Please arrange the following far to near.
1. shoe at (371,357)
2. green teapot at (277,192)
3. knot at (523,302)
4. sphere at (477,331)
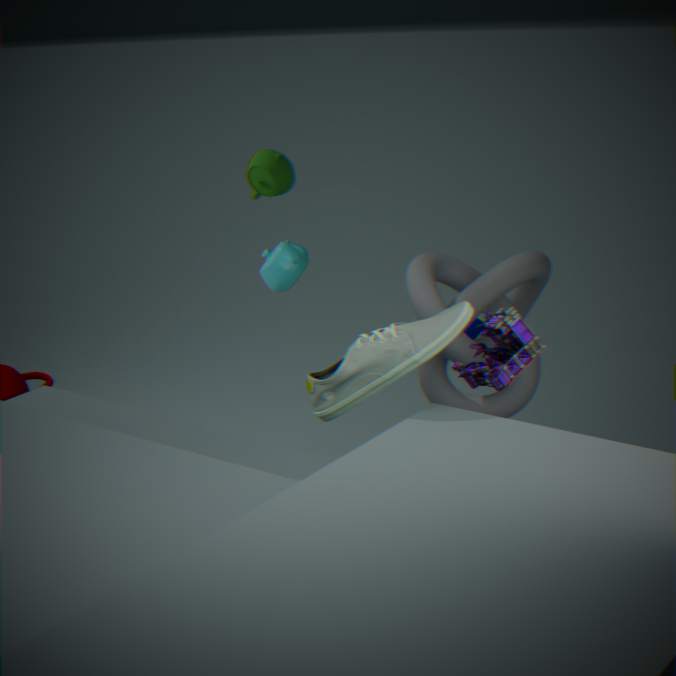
1. sphere at (477,331)
2. green teapot at (277,192)
3. knot at (523,302)
4. shoe at (371,357)
